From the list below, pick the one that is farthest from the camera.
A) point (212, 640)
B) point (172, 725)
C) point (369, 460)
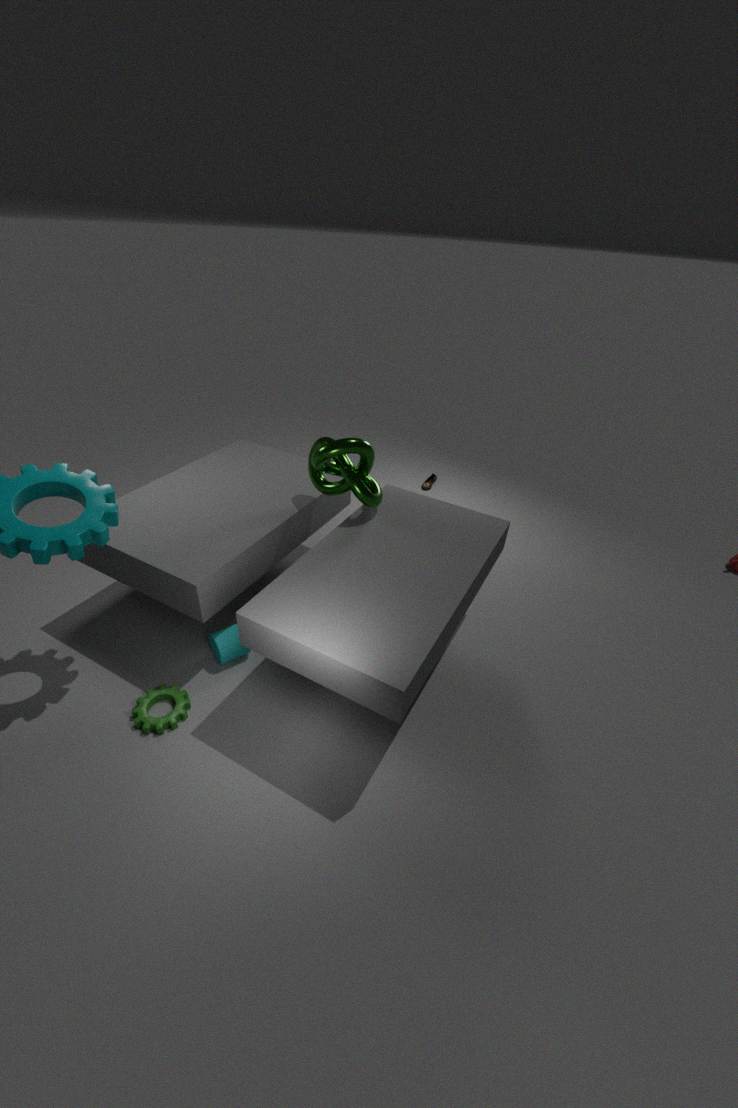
point (212, 640)
